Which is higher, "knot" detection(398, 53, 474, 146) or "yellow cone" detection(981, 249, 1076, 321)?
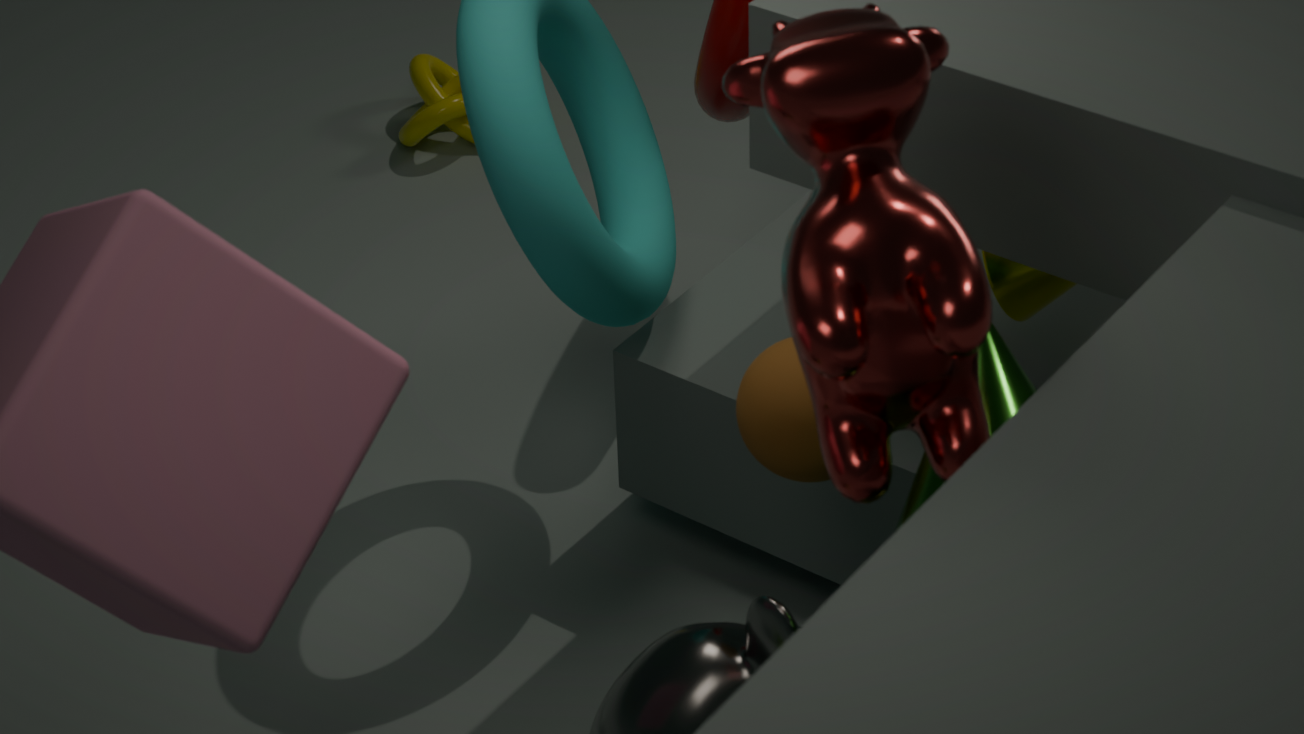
"yellow cone" detection(981, 249, 1076, 321)
